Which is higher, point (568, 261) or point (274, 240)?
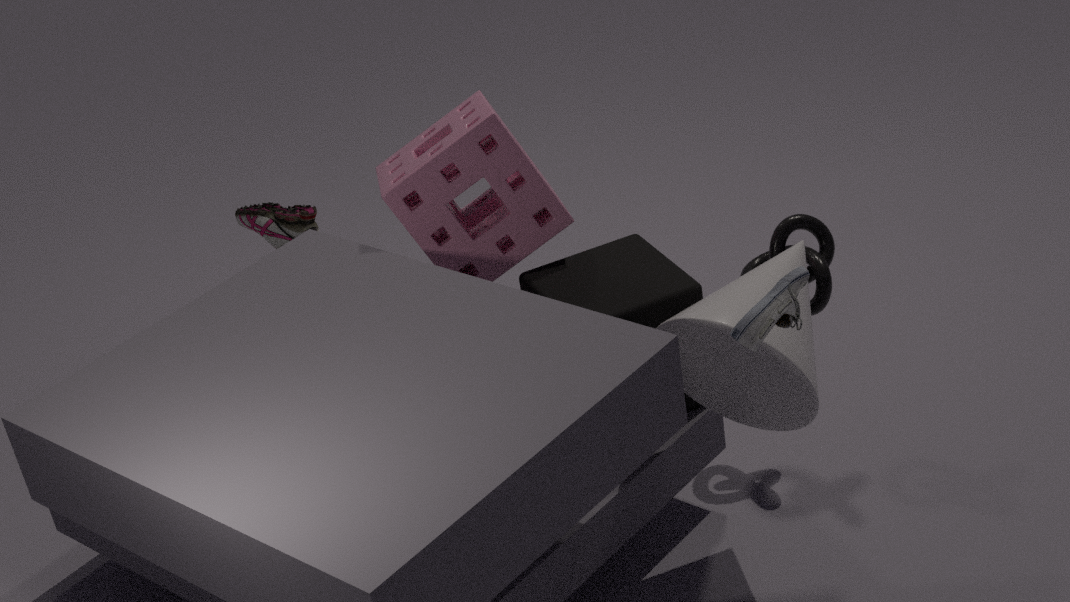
point (274, 240)
